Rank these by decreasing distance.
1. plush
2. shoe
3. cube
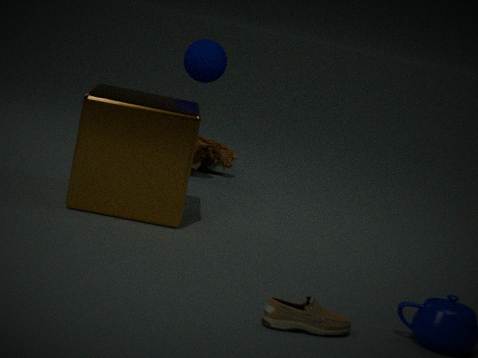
plush → cube → shoe
